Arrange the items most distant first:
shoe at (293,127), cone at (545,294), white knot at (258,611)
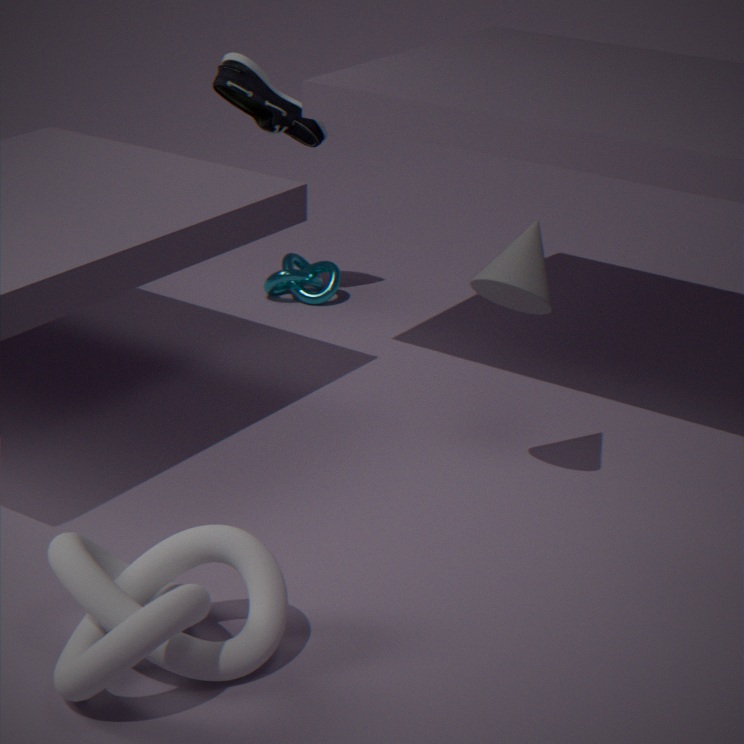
shoe at (293,127) < cone at (545,294) < white knot at (258,611)
